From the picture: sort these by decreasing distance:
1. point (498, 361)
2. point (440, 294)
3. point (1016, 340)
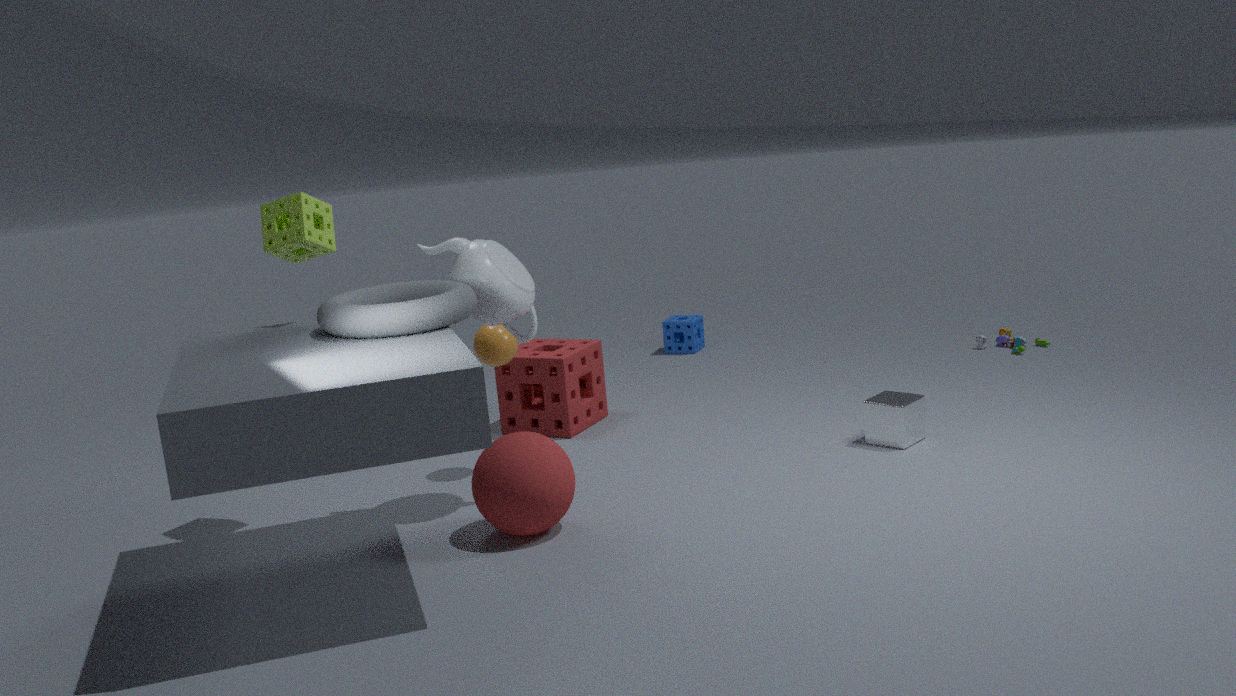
point (1016, 340) < point (498, 361) < point (440, 294)
